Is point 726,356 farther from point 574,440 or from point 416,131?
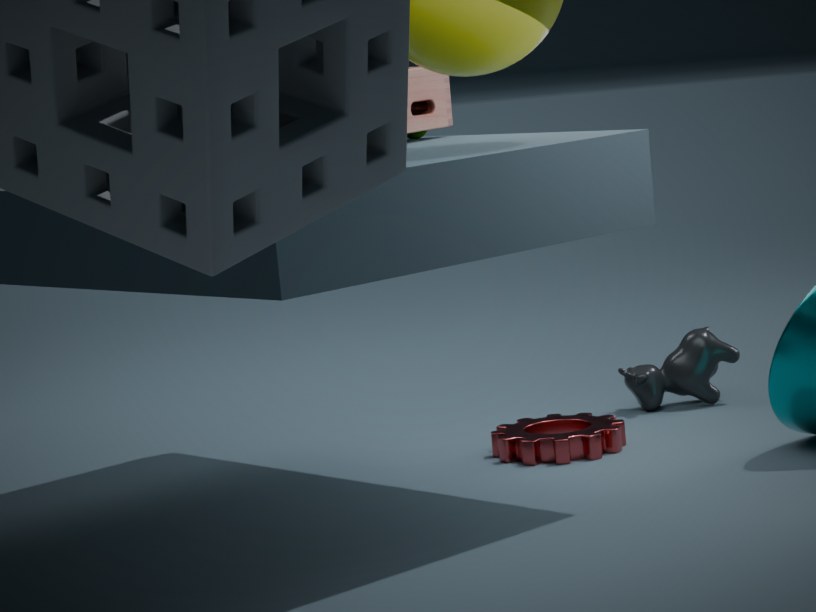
point 416,131
